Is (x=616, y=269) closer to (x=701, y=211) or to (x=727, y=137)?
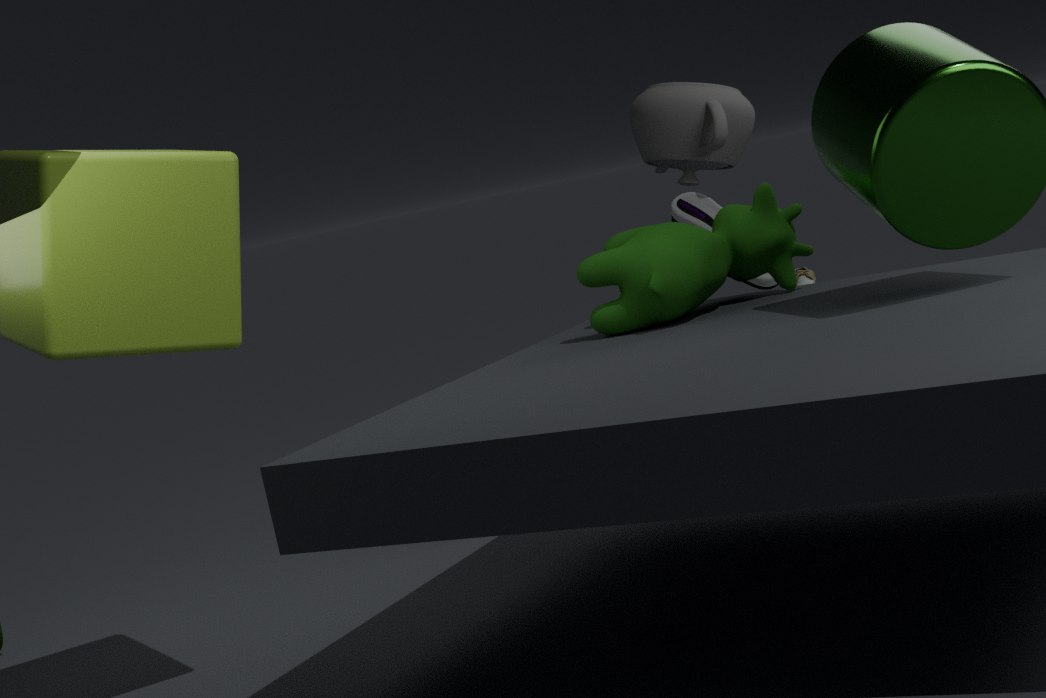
(x=701, y=211)
